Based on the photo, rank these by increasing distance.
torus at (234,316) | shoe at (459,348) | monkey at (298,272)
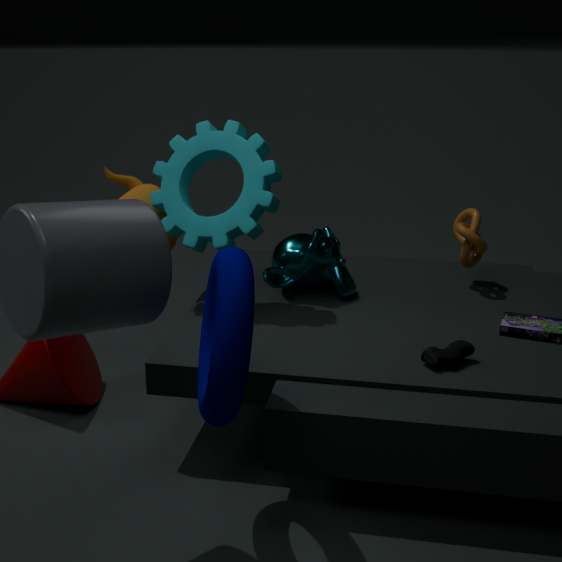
torus at (234,316) < shoe at (459,348) < monkey at (298,272)
